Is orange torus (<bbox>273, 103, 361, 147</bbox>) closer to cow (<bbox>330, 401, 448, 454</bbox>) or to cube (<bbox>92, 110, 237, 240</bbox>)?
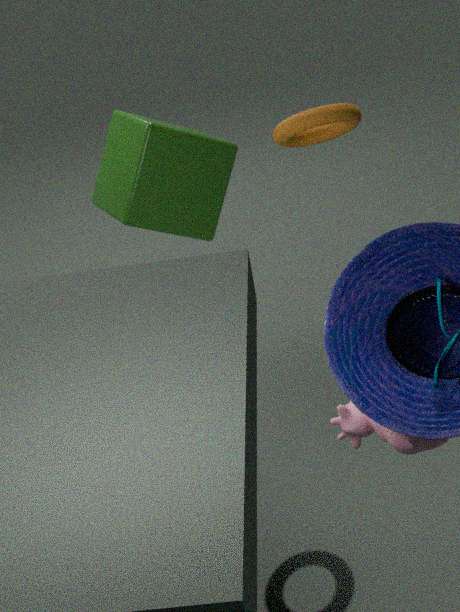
cube (<bbox>92, 110, 237, 240</bbox>)
